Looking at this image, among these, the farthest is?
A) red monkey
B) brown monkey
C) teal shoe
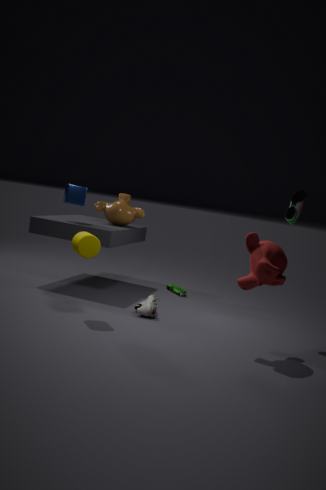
brown monkey
